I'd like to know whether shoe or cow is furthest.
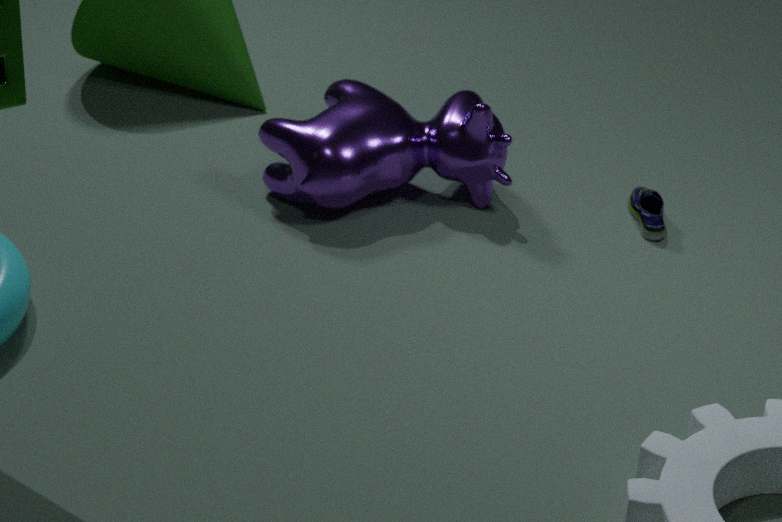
shoe
